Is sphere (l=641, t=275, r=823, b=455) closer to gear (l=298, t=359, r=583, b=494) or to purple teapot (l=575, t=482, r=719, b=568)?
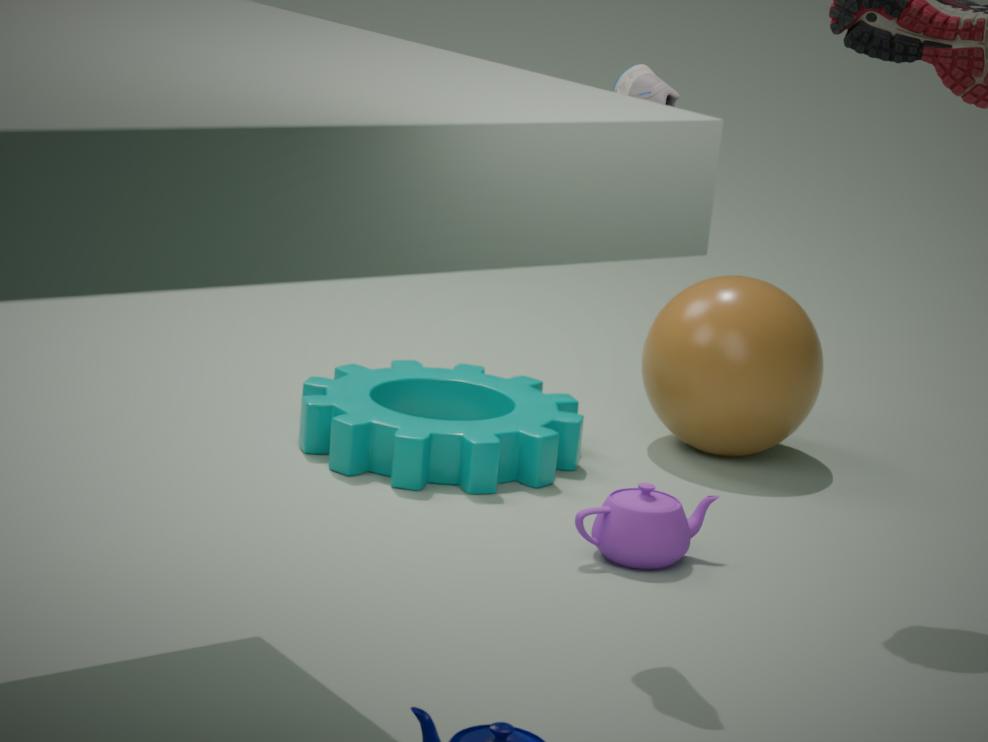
gear (l=298, t=359, r=583, b=494)
